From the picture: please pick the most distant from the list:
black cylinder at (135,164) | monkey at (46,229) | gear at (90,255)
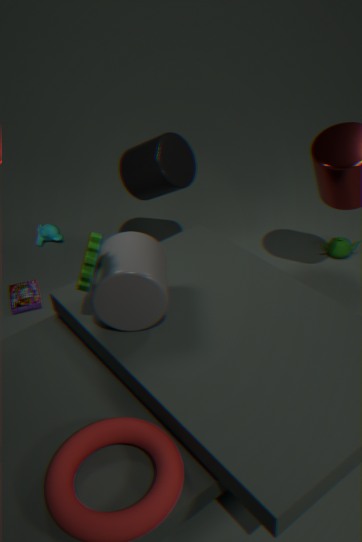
monkey at (46,229)
